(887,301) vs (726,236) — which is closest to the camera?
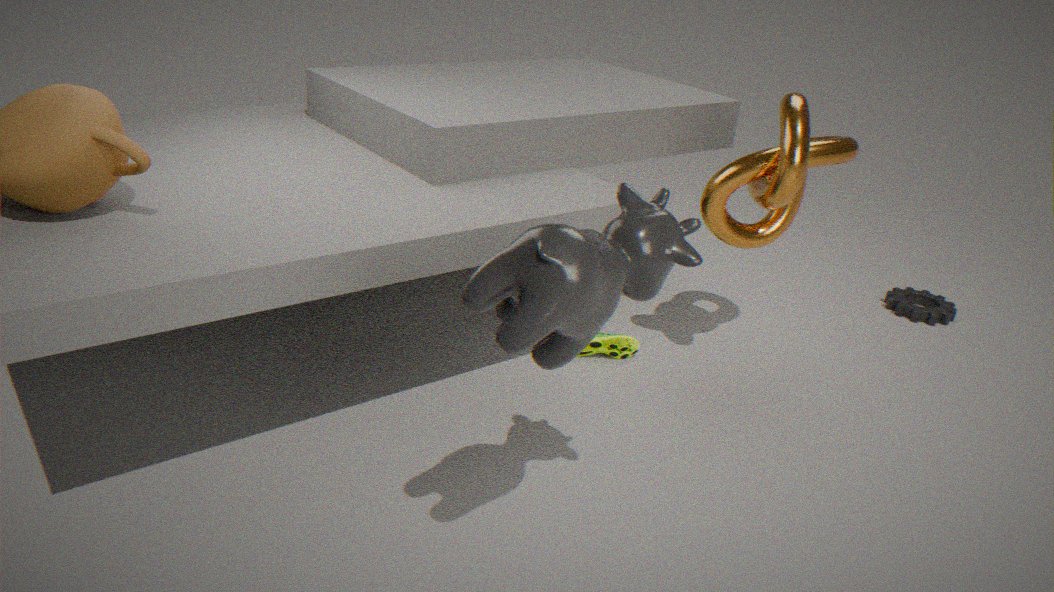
(726,236)
